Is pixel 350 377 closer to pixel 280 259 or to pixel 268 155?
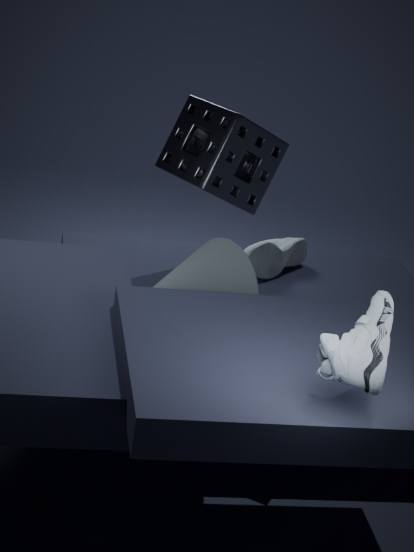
pixel 268 155
